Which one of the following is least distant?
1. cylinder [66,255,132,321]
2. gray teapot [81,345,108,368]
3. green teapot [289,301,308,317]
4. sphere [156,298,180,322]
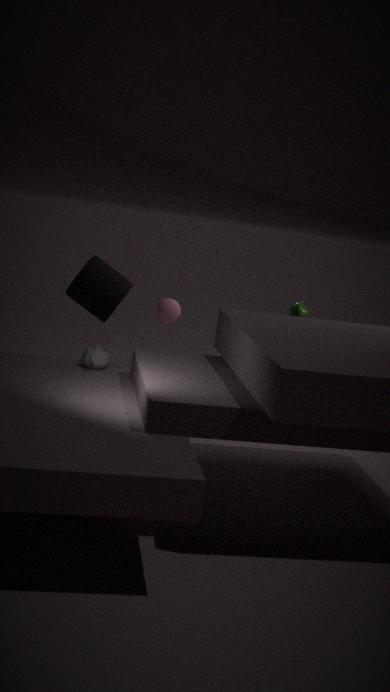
gray teapot [81,345,108,368]
